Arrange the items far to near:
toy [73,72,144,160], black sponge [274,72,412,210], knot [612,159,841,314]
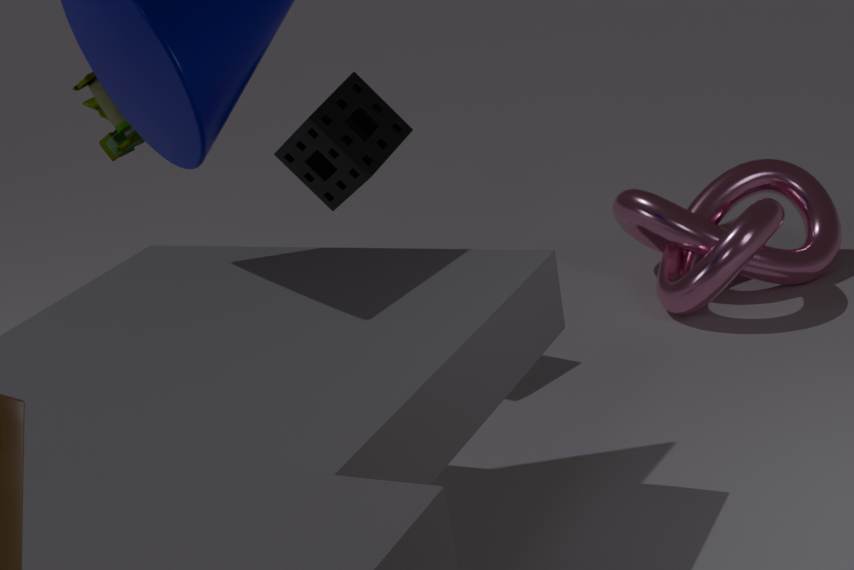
knot [612,159,841,314], toy [73,72,144,160], black sponge [274,72,412,210]
